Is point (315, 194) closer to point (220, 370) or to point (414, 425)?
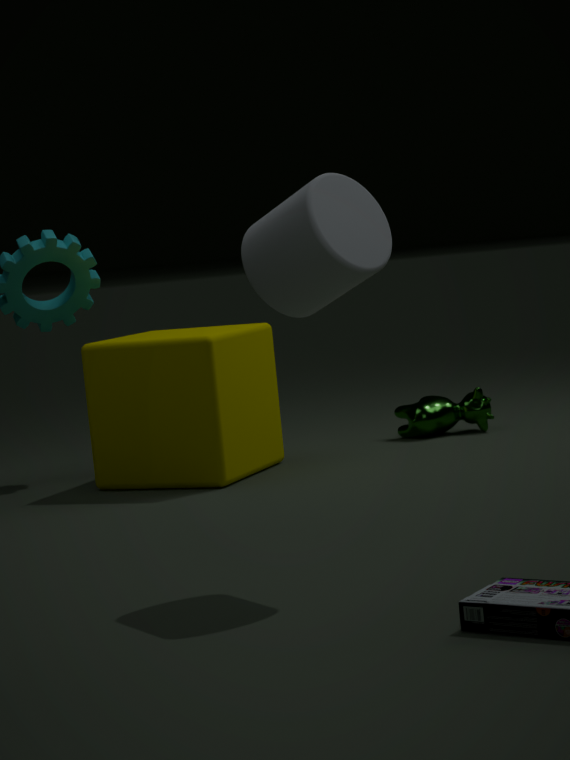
point (220, 370)
